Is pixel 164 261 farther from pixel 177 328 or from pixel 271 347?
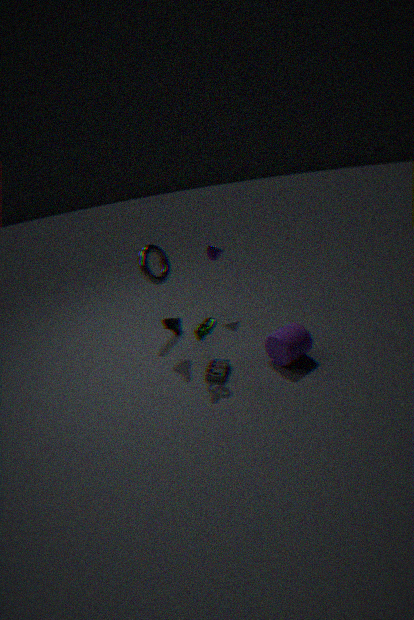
pixel 271 347
